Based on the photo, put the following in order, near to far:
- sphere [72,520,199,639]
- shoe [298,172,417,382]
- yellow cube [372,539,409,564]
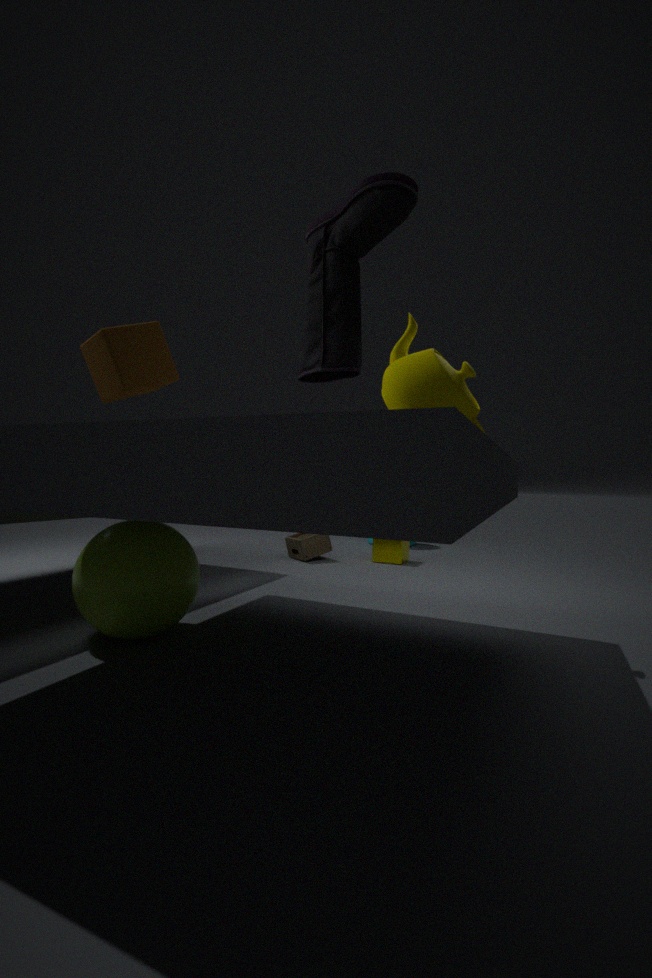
shoe [298,172,417,382] < sphere [72,520,199,639] < yellow cube [372,539,409,564]
